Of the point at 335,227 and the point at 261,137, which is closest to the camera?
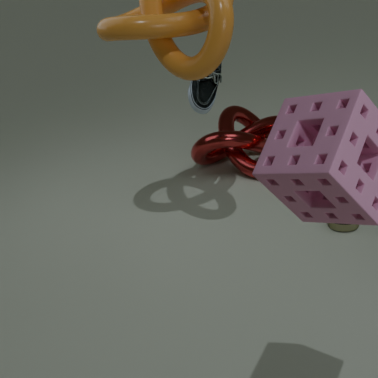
the point at 335,227
